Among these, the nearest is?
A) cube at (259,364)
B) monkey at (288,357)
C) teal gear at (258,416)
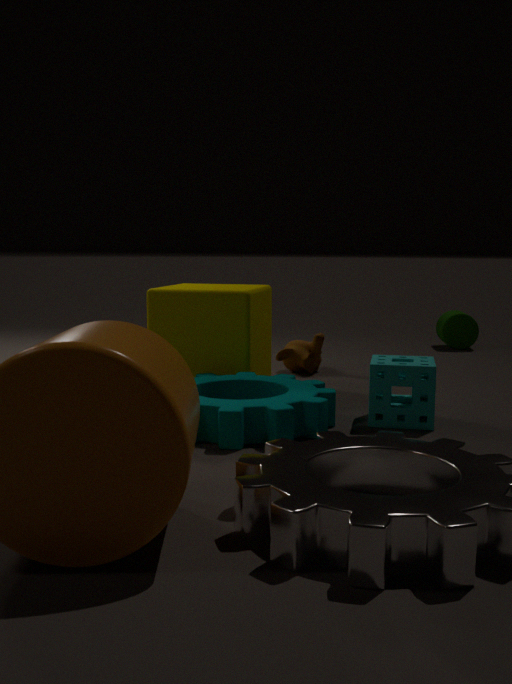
teal gear at (258,416)
